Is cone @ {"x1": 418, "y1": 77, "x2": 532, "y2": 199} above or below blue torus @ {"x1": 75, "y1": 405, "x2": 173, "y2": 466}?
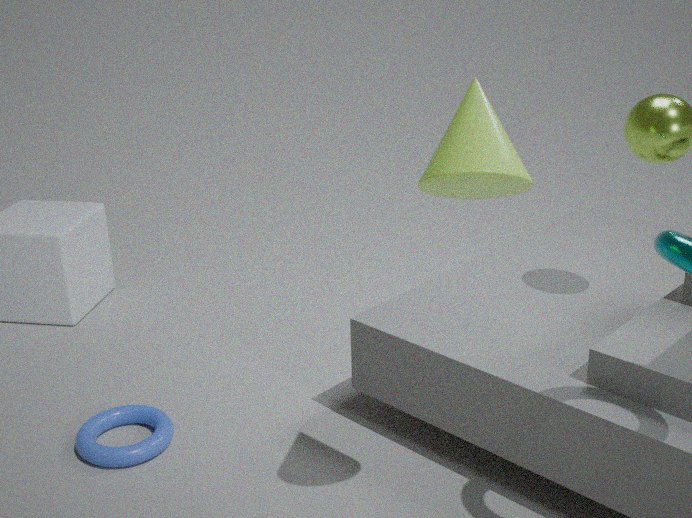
above
